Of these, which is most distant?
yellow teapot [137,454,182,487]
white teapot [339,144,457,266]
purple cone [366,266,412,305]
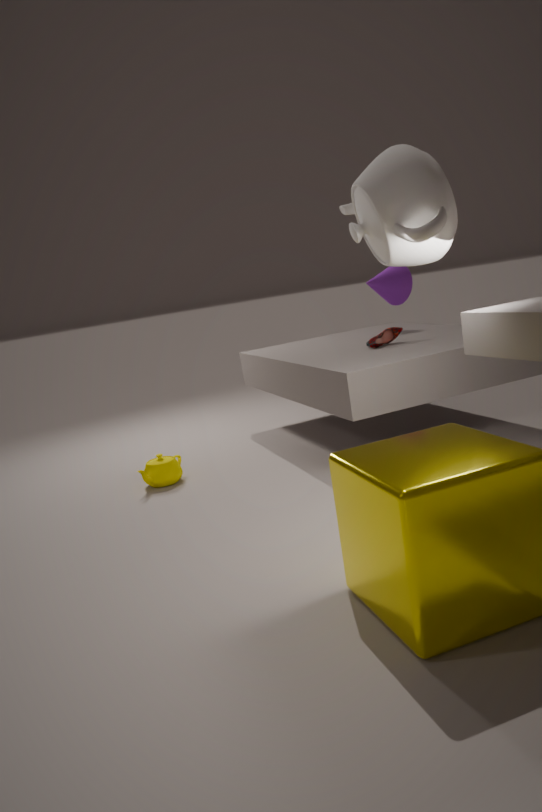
purple cone [366,266,412,305]
